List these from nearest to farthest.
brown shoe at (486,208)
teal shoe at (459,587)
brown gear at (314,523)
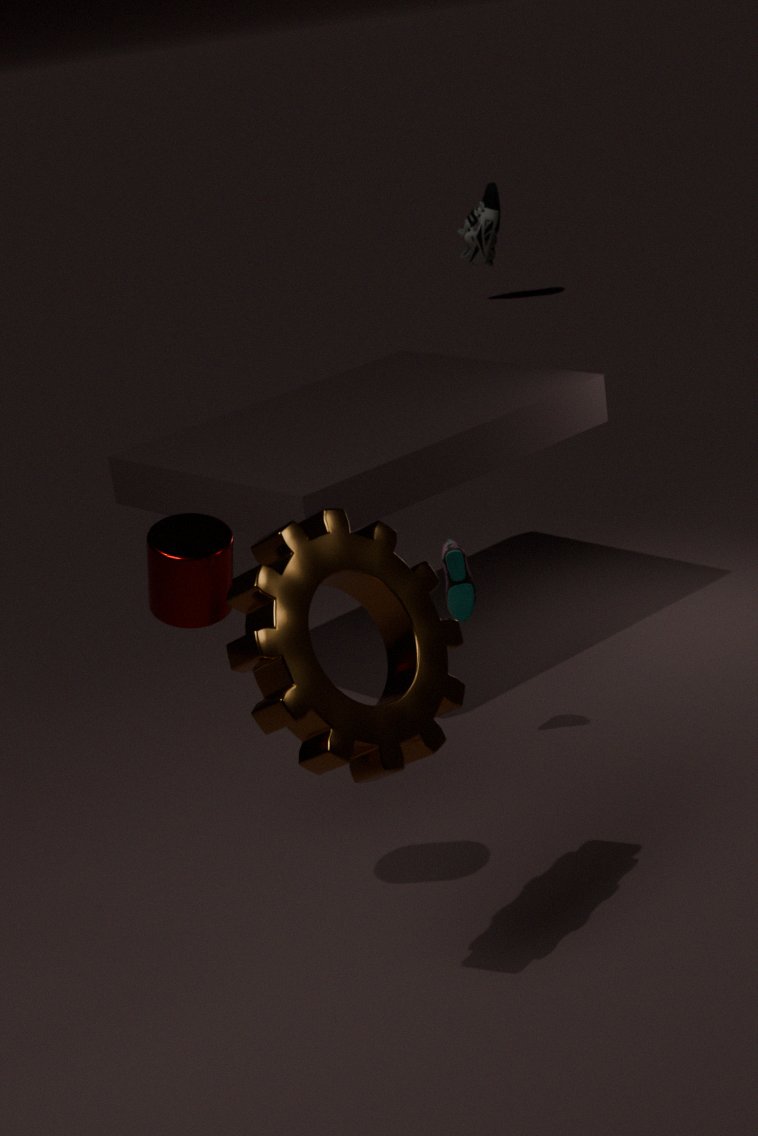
brown gear at (314,523), teal shoe at (459,587), brown shoe at (486,208)
